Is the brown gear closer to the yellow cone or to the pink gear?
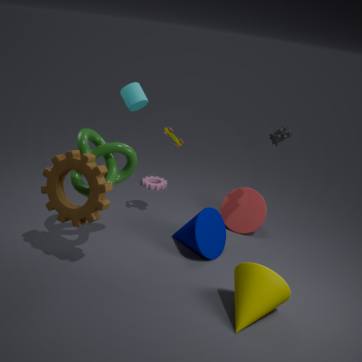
the yellow cone
